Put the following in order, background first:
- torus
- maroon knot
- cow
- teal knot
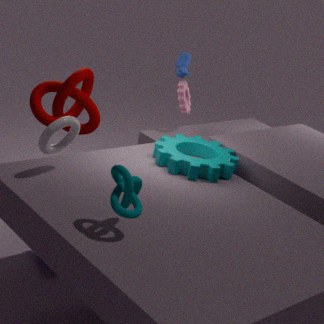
cow < maroon knot < torus < teal knot
